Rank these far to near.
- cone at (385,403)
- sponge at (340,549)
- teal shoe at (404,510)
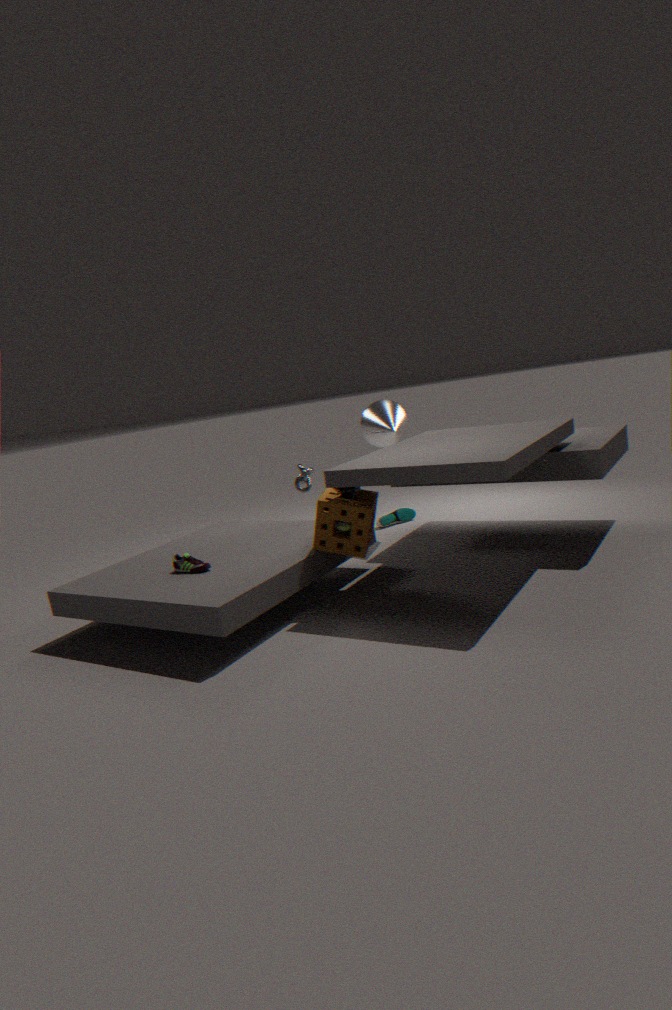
1. teal shoe at (404,510)
2. cone at (385,403)
3. sponge at (340,549)
